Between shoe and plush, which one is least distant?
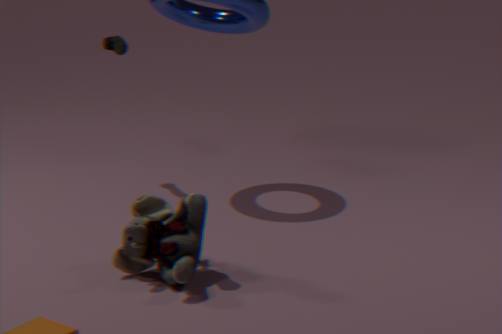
plush
